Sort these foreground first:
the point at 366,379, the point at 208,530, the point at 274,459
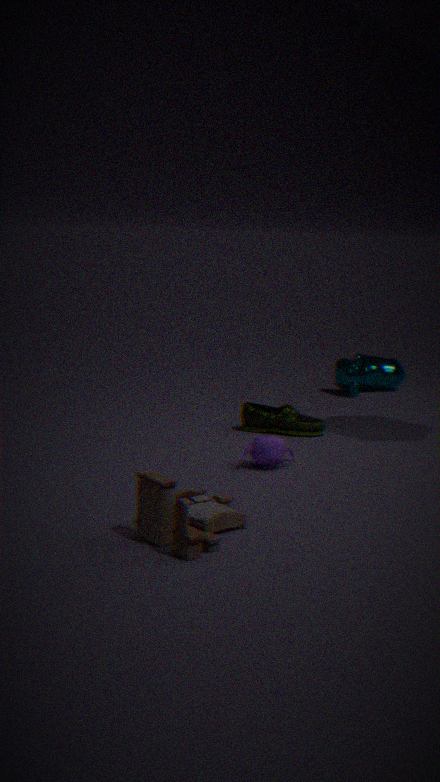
the point at 208,530
the point at 274,459
the point at 366,379
